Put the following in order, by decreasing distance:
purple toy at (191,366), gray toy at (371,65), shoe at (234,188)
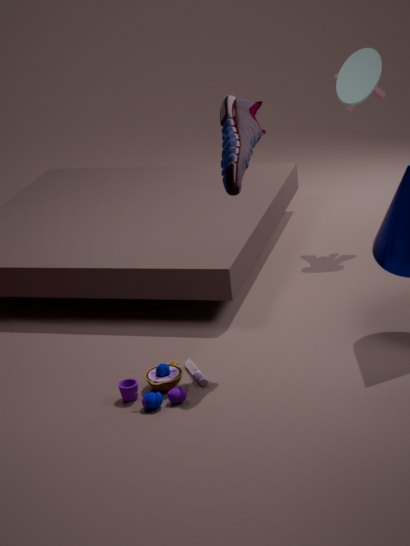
1. gray toy at (371,65)
2. purple toy at (191,366)
3. shoe at (234,188)
